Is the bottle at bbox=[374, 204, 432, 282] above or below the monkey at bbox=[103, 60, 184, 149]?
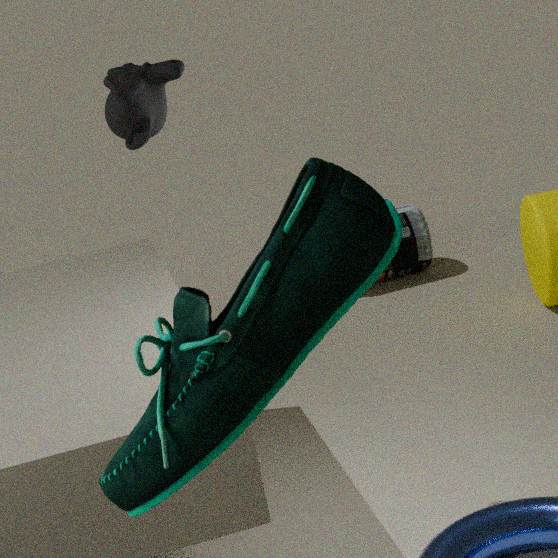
below
